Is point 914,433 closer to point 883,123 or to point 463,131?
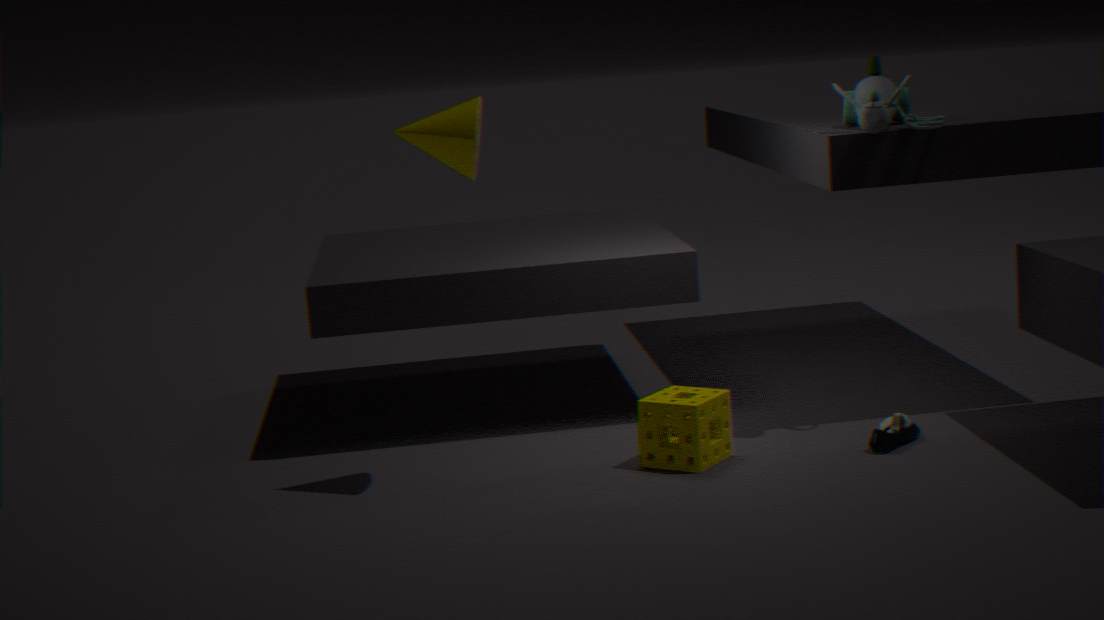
point 883,123
